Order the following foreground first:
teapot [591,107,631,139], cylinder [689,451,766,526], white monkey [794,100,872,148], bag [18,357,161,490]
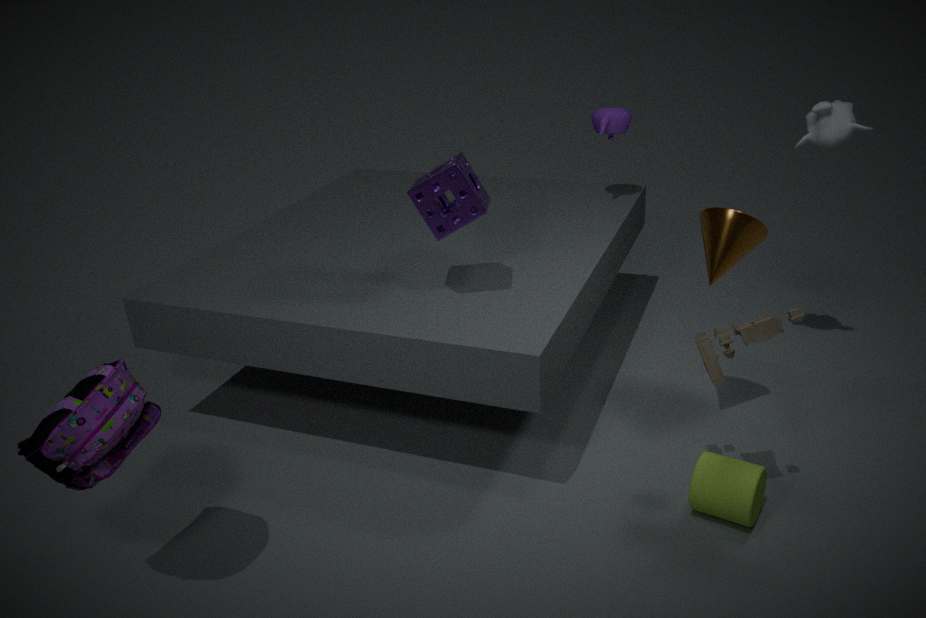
bag [18,357,161,490]
cylinder [689,451,766,526]
white monkey [794,100,872,148]
teapot [591,107,631,139]
